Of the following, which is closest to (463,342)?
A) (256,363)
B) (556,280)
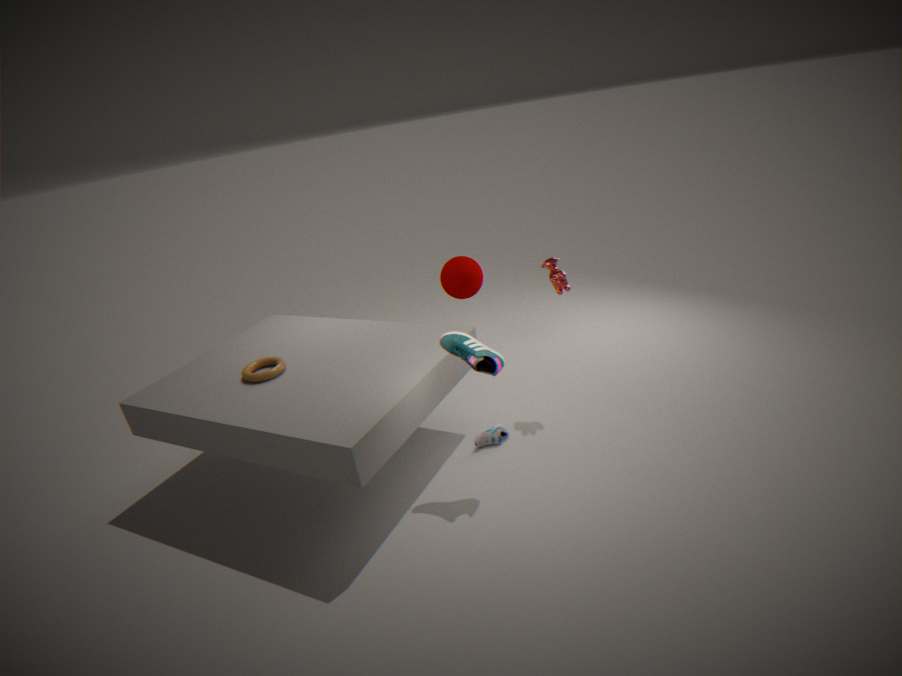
(556,280)
